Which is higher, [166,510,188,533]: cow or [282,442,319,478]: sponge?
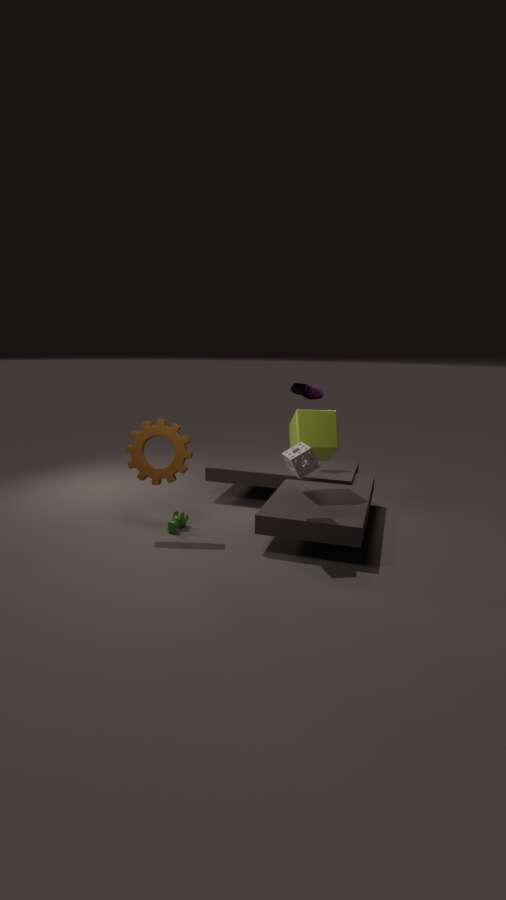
[282,442,319,478]: sponge
